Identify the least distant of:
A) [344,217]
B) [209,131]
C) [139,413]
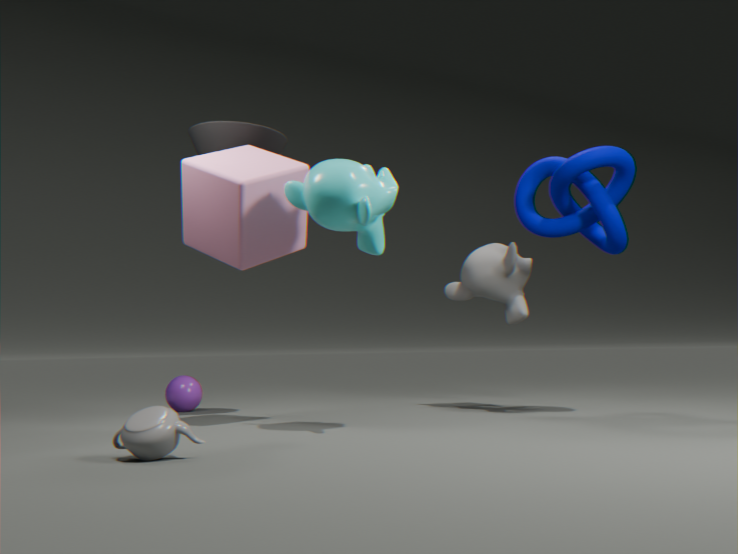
[139,413]
